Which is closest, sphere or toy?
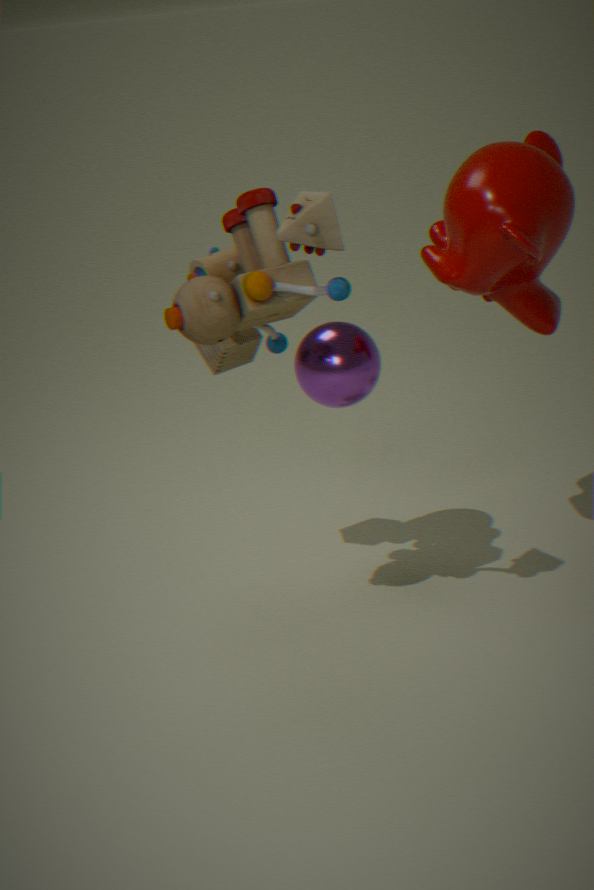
toy
